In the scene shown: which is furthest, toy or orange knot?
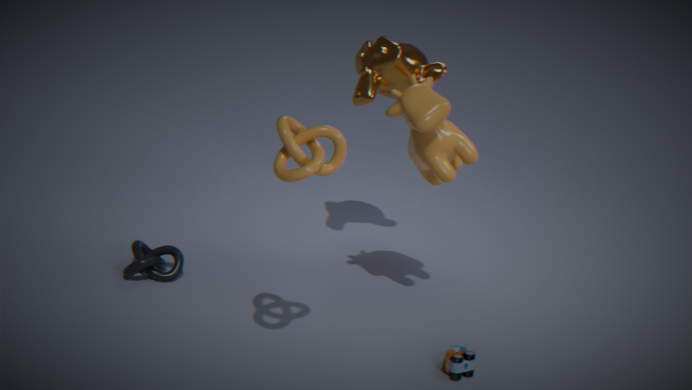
toy
